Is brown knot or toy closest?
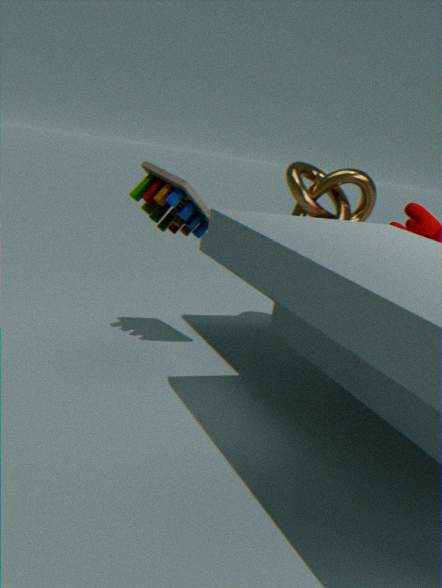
toy
